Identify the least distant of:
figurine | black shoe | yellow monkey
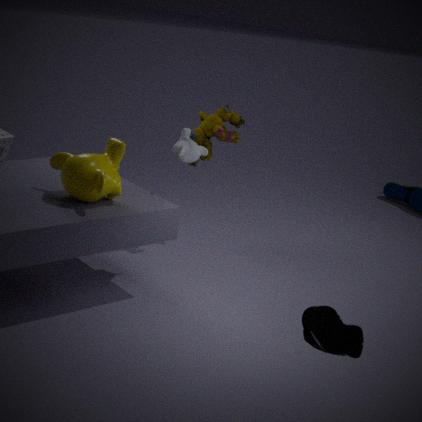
black shoe
